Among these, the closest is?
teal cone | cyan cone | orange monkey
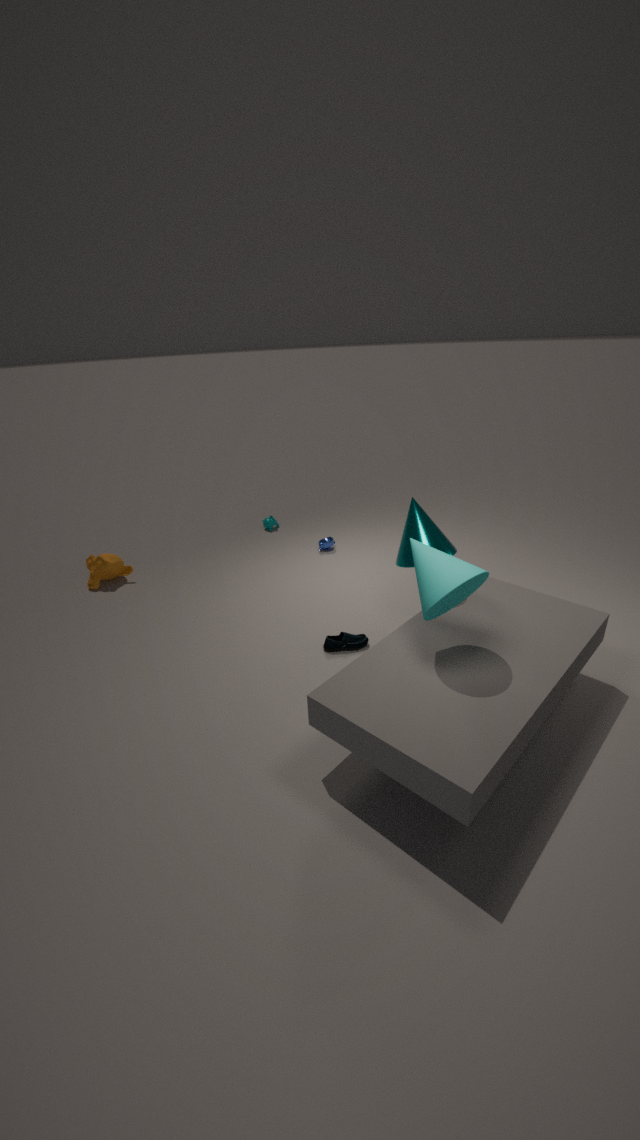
cyan cone
